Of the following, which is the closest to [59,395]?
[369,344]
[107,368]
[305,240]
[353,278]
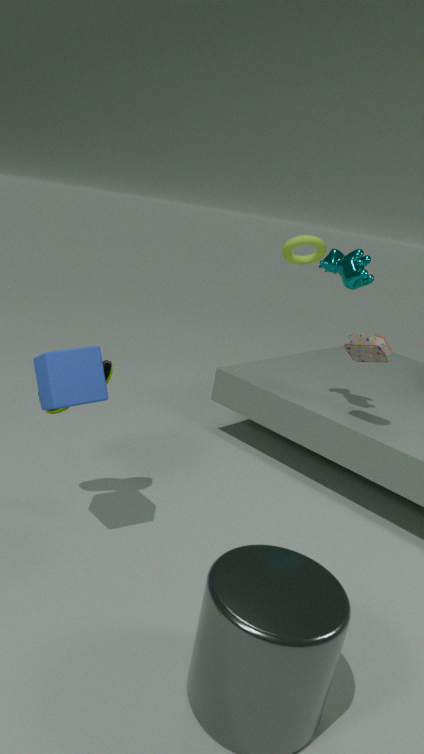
[107,368]
